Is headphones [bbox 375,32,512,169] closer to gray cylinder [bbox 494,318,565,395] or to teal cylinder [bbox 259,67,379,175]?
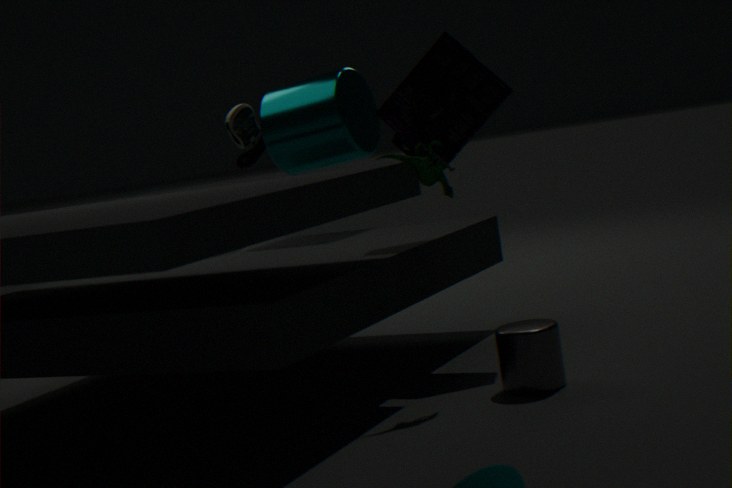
teal cylinder [bbox 259,67,379,175]
